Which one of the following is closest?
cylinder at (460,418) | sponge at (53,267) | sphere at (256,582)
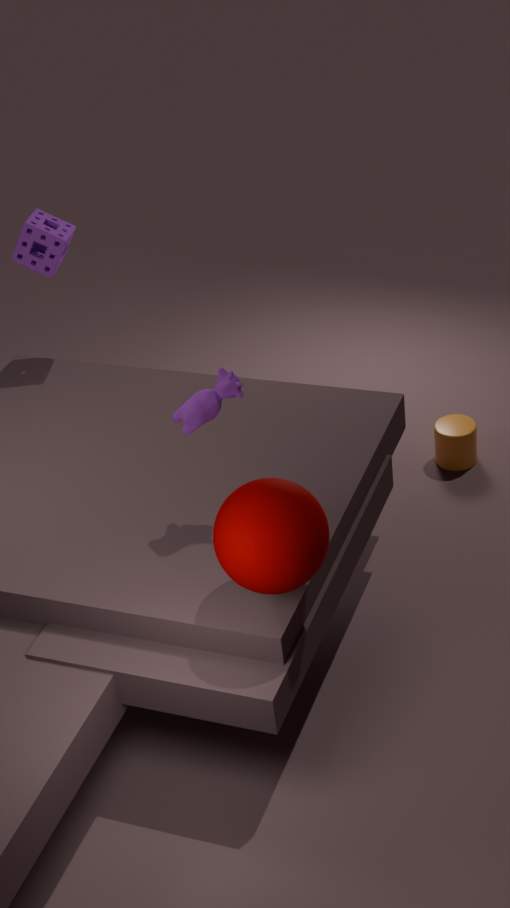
sphere at (256,582)
